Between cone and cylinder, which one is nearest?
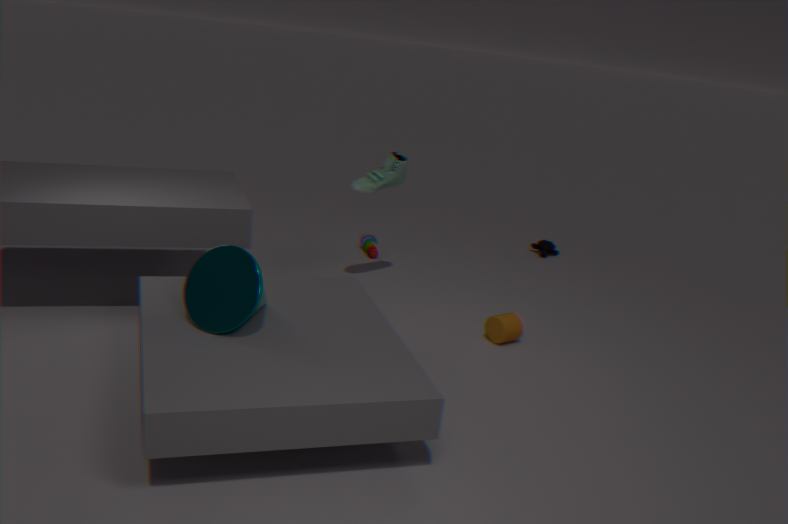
cone
